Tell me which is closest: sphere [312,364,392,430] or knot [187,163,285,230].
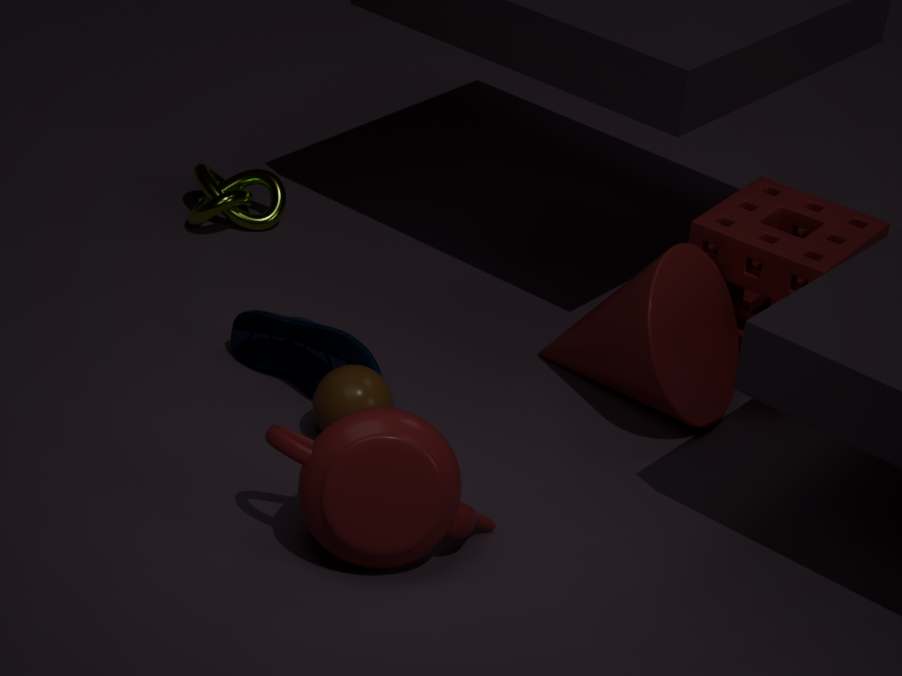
sphere [312,364,392,430]
